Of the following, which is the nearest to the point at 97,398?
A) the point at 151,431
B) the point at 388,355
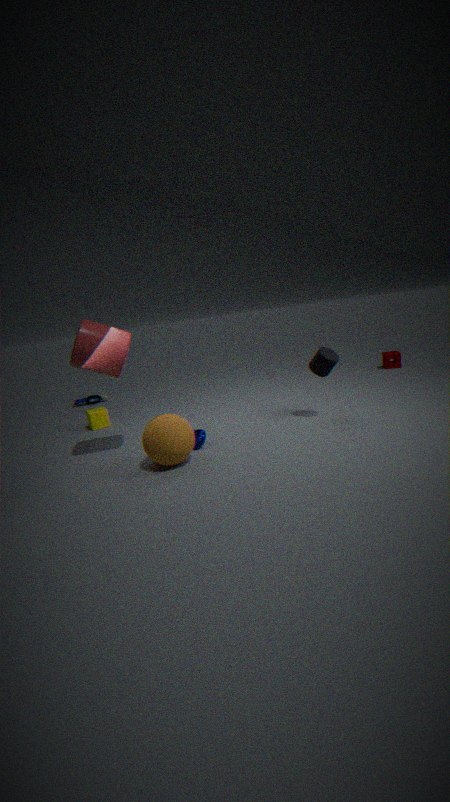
the point at 151,431
